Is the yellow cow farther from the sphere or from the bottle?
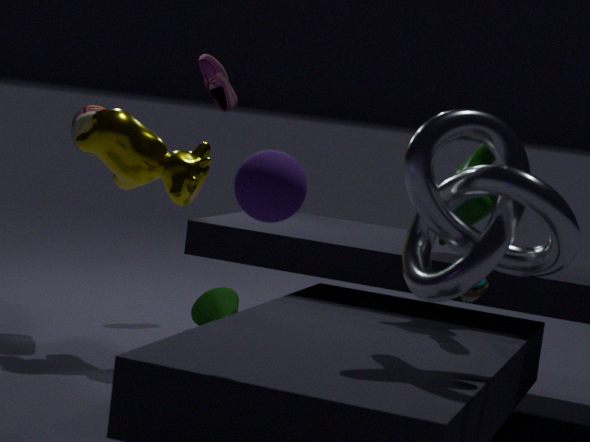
the sphere
